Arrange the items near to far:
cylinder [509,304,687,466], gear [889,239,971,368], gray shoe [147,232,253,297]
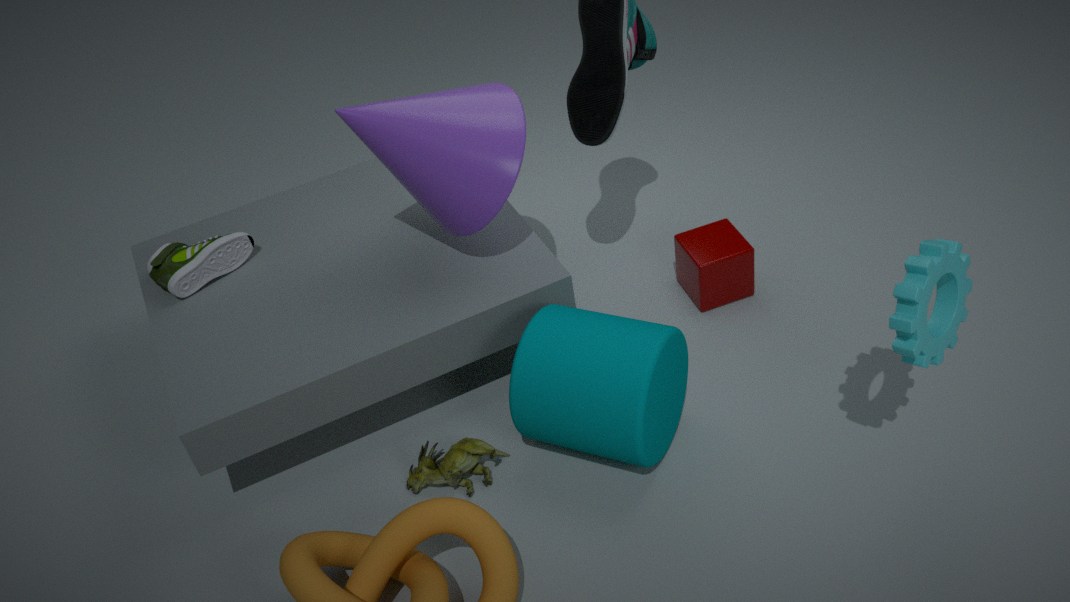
gear [889,239,971,368]
cylinder [509,304,687,466]
gray shoe [147,232,253,297]
